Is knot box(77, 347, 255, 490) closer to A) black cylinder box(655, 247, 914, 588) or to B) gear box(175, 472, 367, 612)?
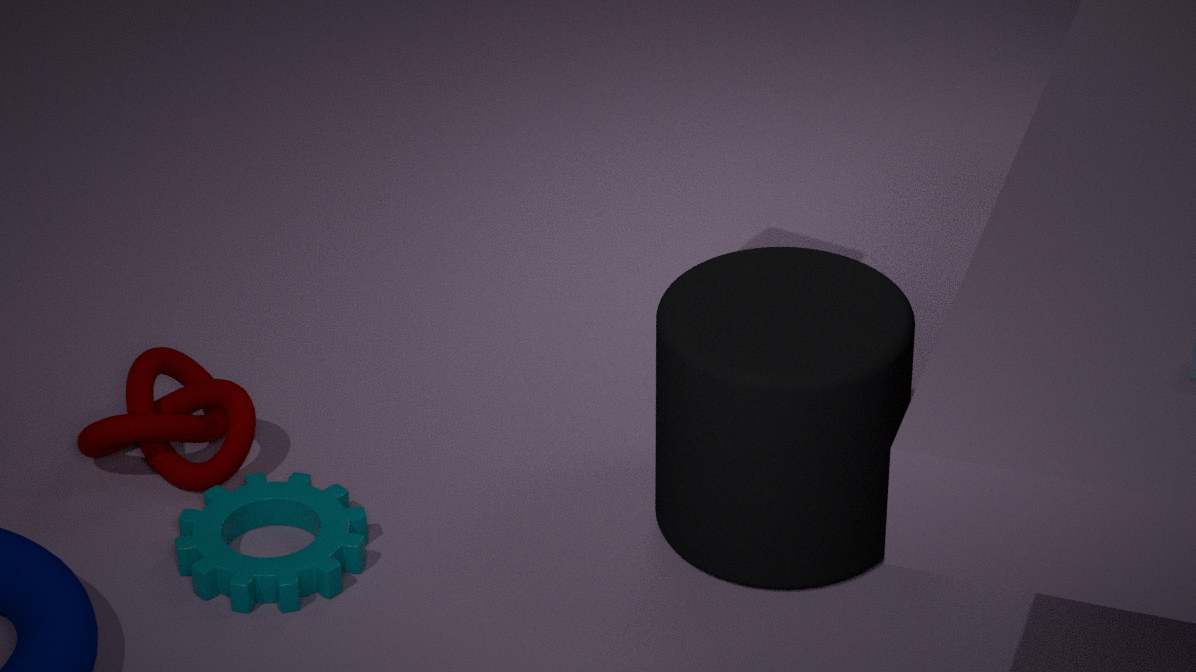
B) gear box(175, 472, 367, 612)
